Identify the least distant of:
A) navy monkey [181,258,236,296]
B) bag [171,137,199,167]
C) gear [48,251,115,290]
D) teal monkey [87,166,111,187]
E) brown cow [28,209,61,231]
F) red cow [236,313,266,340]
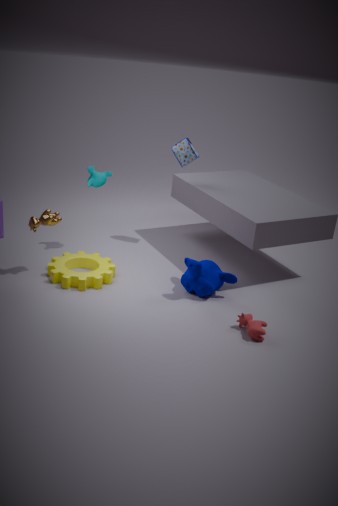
red cow [236,313,266,340]
